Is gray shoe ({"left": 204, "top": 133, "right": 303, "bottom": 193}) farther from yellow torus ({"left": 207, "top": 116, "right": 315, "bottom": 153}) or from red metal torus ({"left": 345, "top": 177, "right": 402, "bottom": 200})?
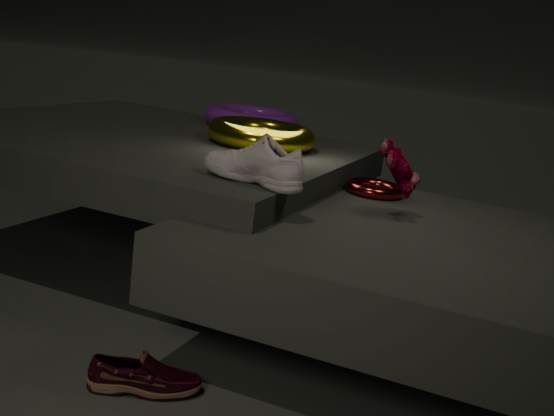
red metal torus ({"left": 345, "top": 177, "right": 402, "bottom": 200})
